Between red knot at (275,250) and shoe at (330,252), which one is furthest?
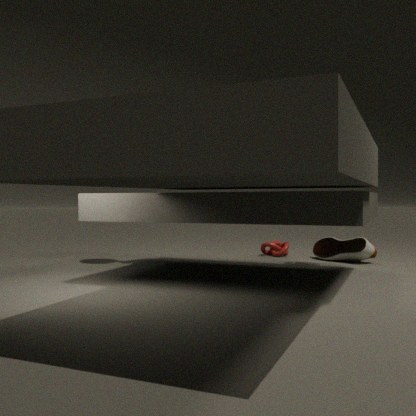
red knot at (275,250)
